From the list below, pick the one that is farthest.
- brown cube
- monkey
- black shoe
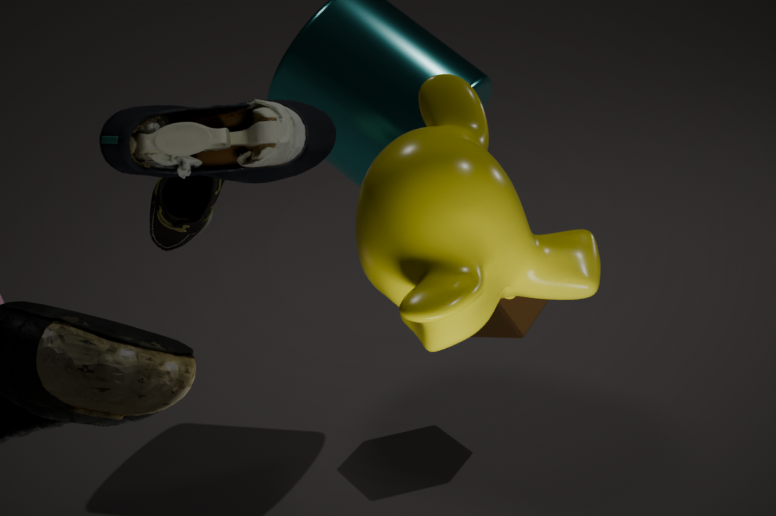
brown cube
